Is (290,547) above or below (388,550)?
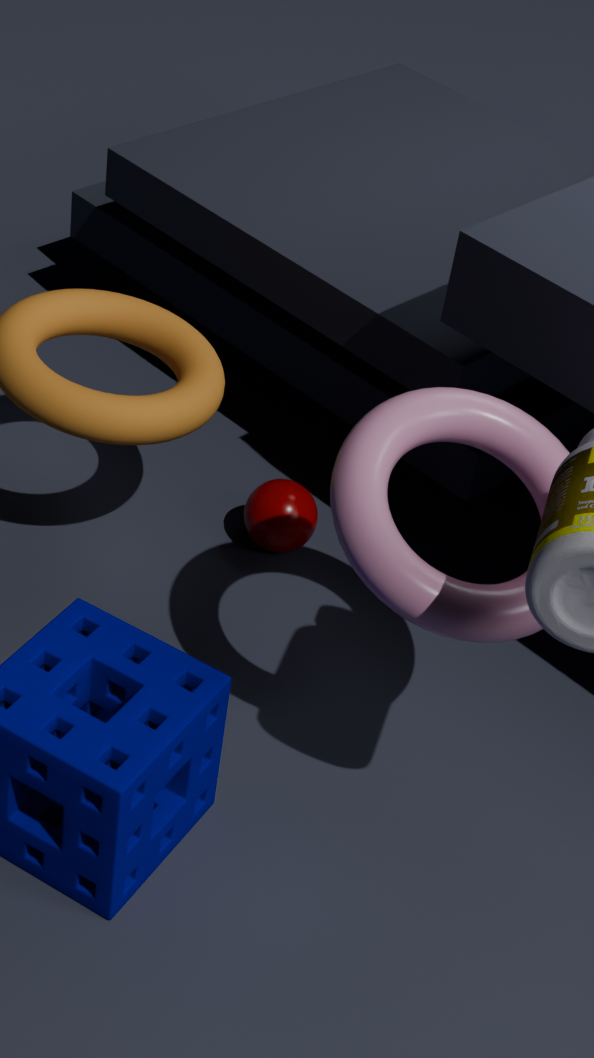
below
